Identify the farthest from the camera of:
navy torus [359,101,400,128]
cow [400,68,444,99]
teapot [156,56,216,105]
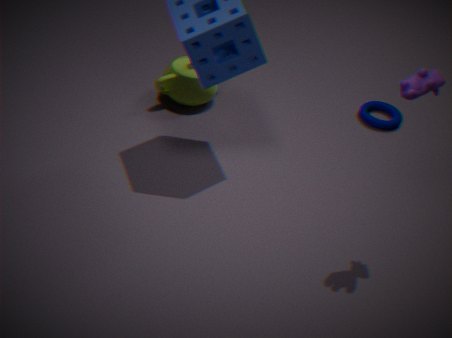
navy torus [359,101,400,128]
